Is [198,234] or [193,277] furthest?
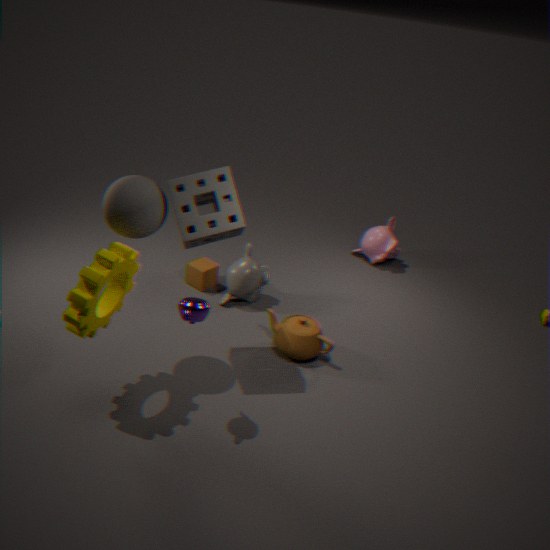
[193,277]
